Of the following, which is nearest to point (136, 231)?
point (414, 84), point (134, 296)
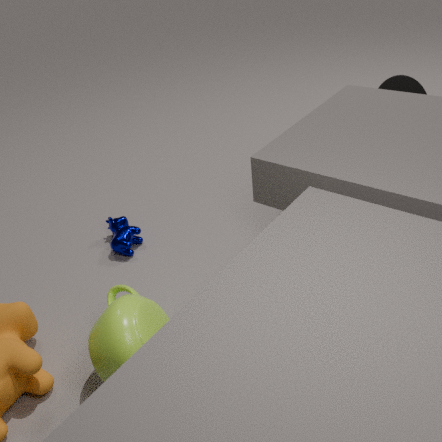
point (134, 296)
